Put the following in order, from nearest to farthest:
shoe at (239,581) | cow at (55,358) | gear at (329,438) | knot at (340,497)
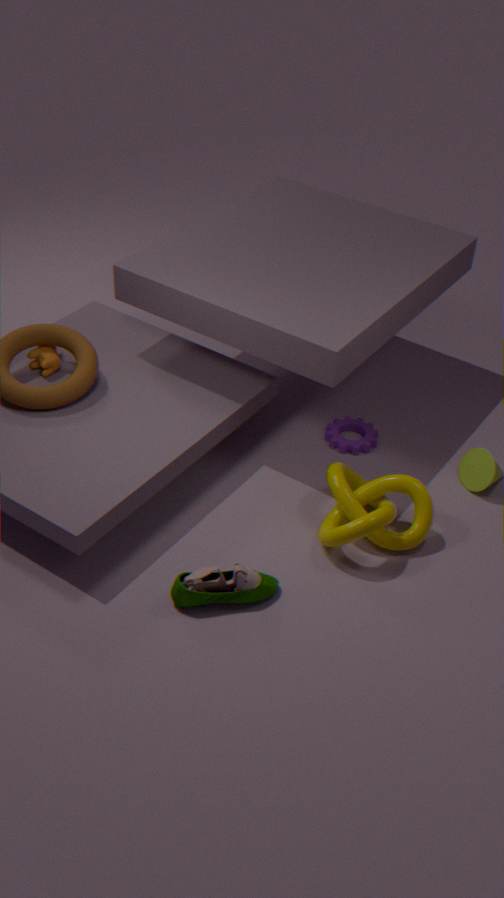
shoe at (239,581) < knot at (340,497) < cow at (55,358) < gear at (329,438)
